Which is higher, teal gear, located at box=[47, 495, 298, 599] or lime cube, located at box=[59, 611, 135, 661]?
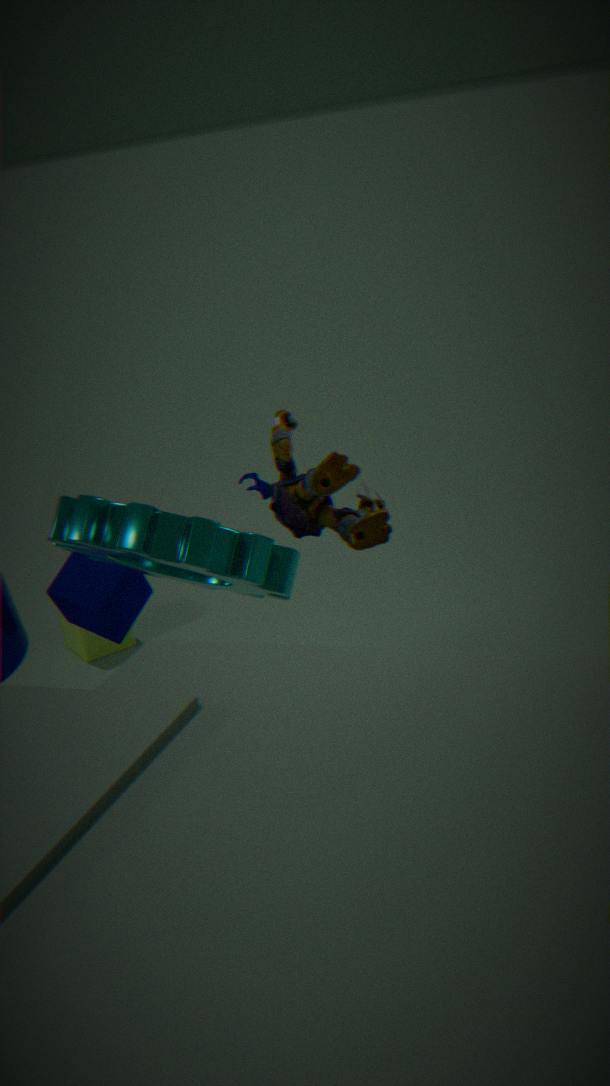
teal gear, located at box=[47, 495, 298, 599]
